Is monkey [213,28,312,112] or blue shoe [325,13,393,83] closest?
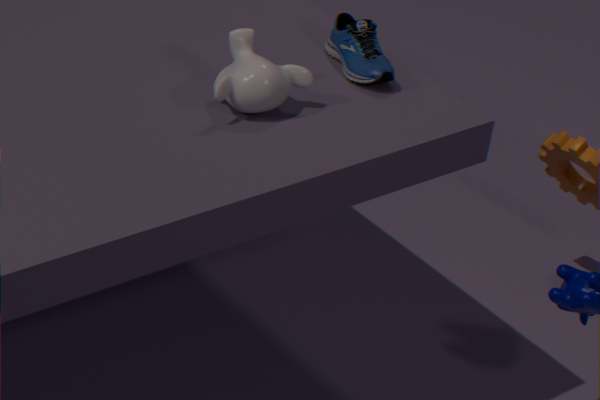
monkey [213,28,312,112]
